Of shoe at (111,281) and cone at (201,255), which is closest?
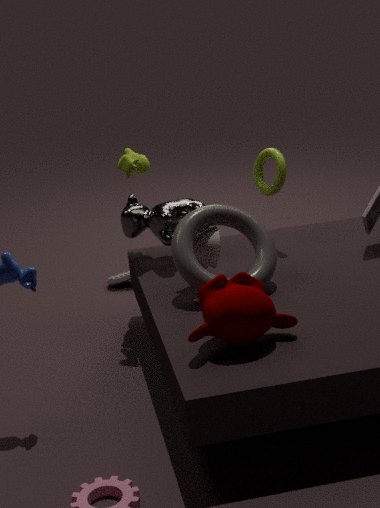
cone at (201,255)
